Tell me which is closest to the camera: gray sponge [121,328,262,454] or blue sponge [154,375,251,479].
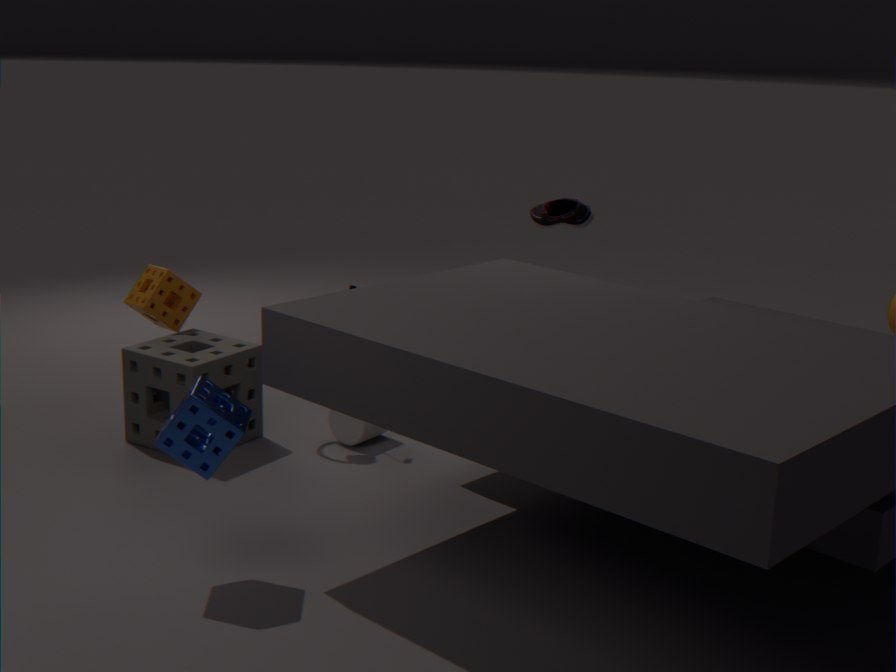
blue sponge [154,375,251,479]
